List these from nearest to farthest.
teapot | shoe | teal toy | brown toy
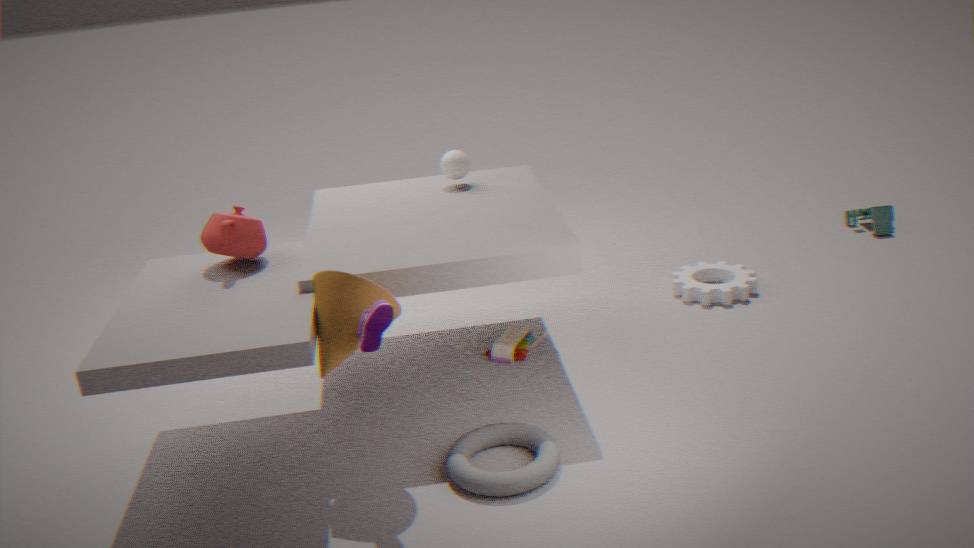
shoe, teapot, brown toy, teal toy
